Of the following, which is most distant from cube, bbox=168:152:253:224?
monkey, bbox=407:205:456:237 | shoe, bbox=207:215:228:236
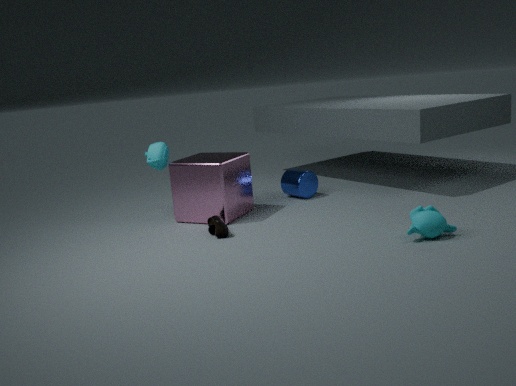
monkey, bbox=407:205:456:237
